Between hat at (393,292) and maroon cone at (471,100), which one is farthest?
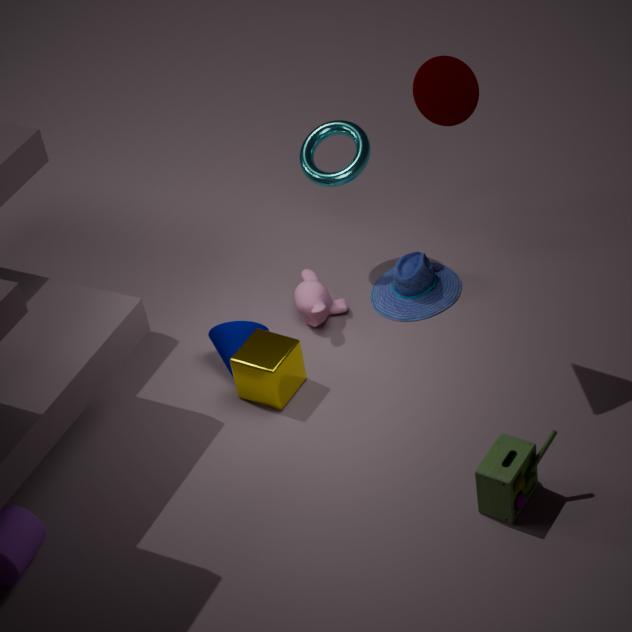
hat at (393,292)
